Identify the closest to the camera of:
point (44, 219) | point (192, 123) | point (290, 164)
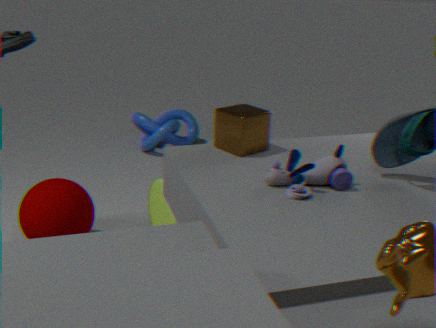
point (290, 164)
